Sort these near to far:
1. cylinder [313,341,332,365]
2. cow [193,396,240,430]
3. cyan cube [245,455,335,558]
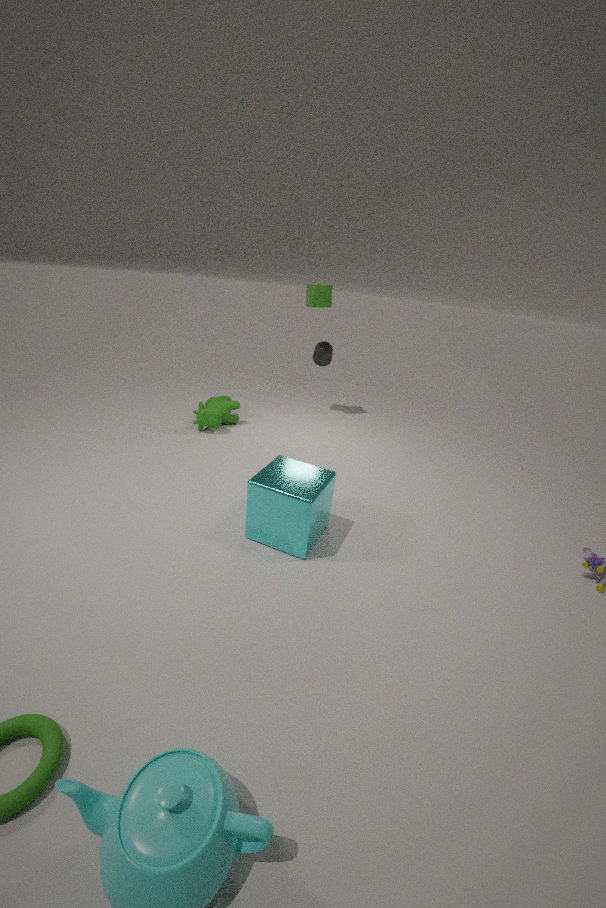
1. cyan cube [245,455,335,558]
2. cow [193,396,240,430]
3. cylinder [313,341,332,365]
